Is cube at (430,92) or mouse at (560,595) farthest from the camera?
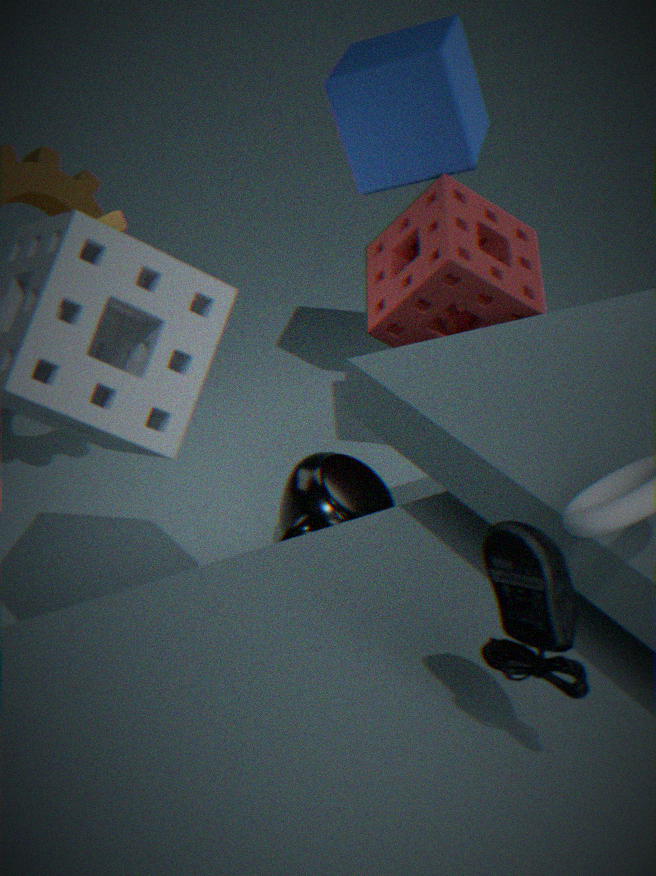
cube at (430,92)
